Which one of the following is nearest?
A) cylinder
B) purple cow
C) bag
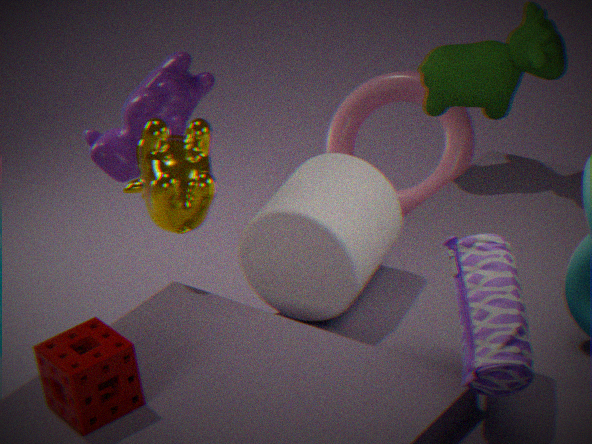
bag
